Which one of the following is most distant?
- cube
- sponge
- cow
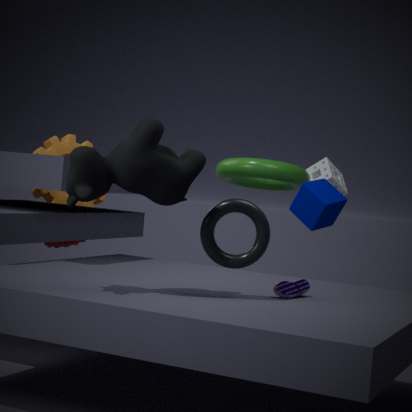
sponge
